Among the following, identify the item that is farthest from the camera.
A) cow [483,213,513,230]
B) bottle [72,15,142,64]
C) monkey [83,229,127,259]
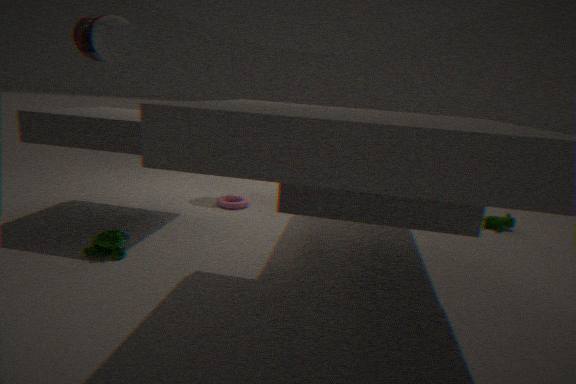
cow [483,213,513,230]
